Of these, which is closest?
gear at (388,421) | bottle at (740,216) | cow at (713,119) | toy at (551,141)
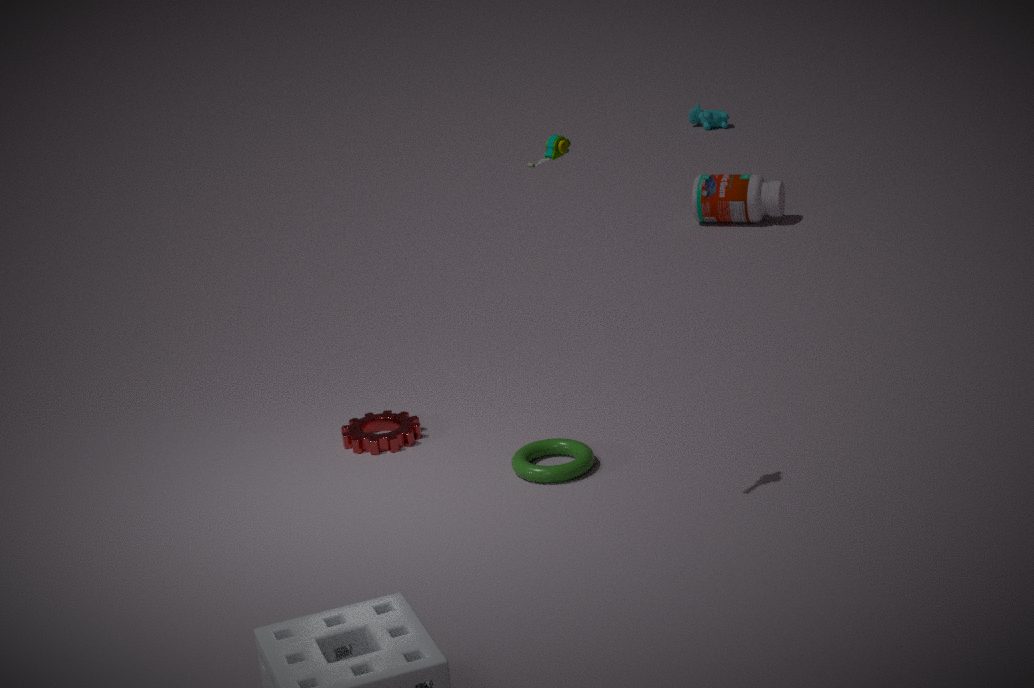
toy at (551,141)
